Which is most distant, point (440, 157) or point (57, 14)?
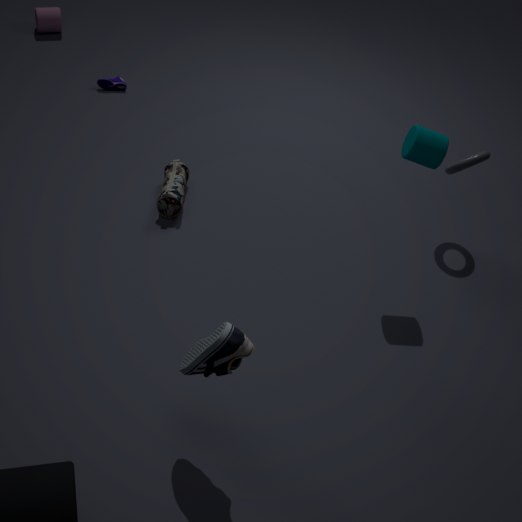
point (57, 14)
